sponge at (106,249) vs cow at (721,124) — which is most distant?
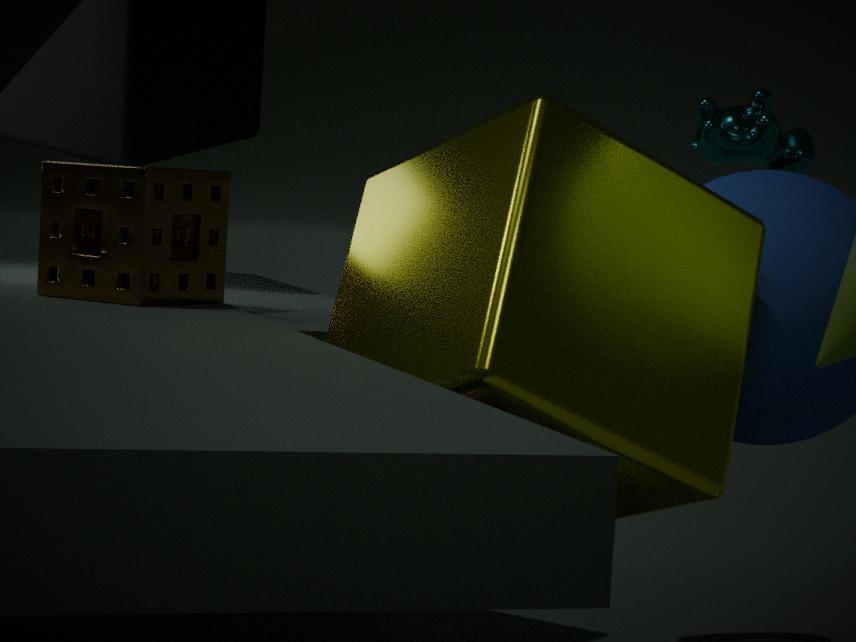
cow at (721,124)
